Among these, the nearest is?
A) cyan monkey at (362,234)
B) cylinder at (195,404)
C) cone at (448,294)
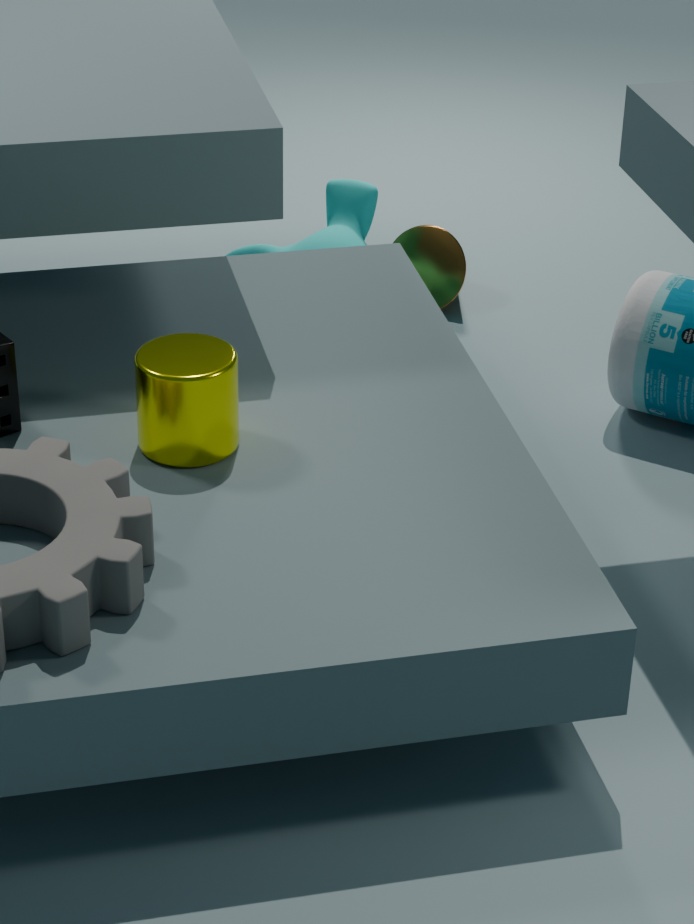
cylinder at (195,404)
